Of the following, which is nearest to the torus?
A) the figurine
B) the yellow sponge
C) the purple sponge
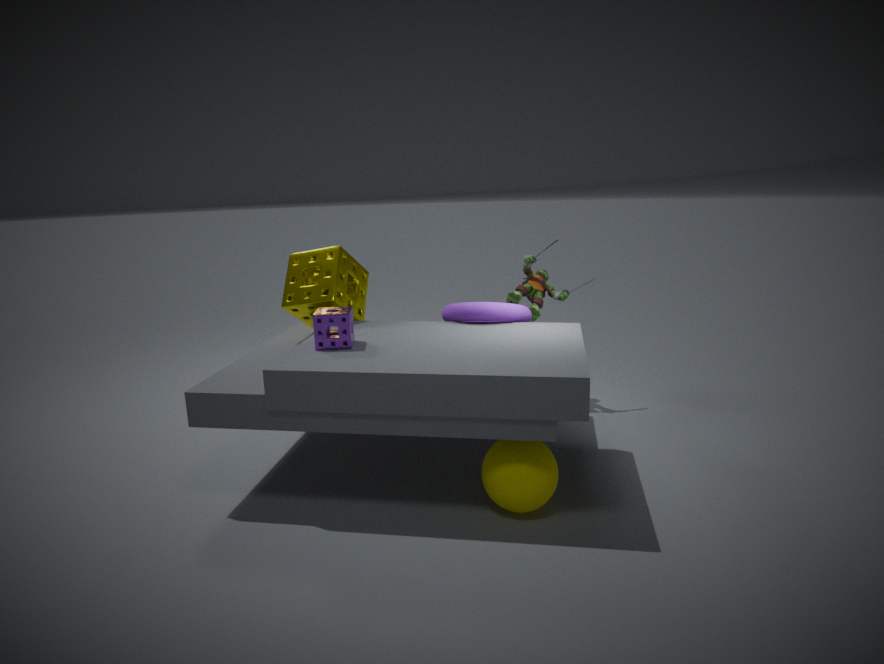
the figurine
